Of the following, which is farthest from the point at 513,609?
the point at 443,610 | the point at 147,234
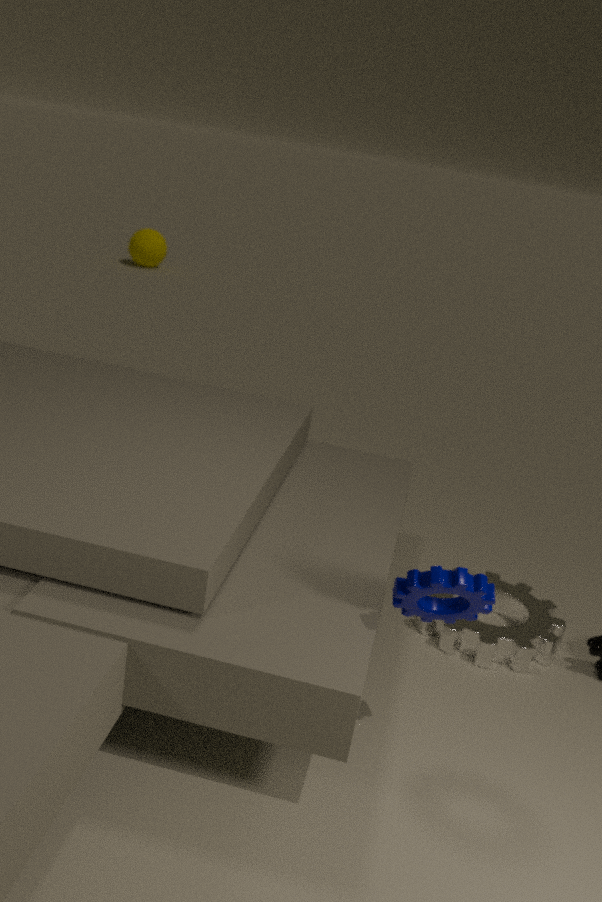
the point at 147,234
